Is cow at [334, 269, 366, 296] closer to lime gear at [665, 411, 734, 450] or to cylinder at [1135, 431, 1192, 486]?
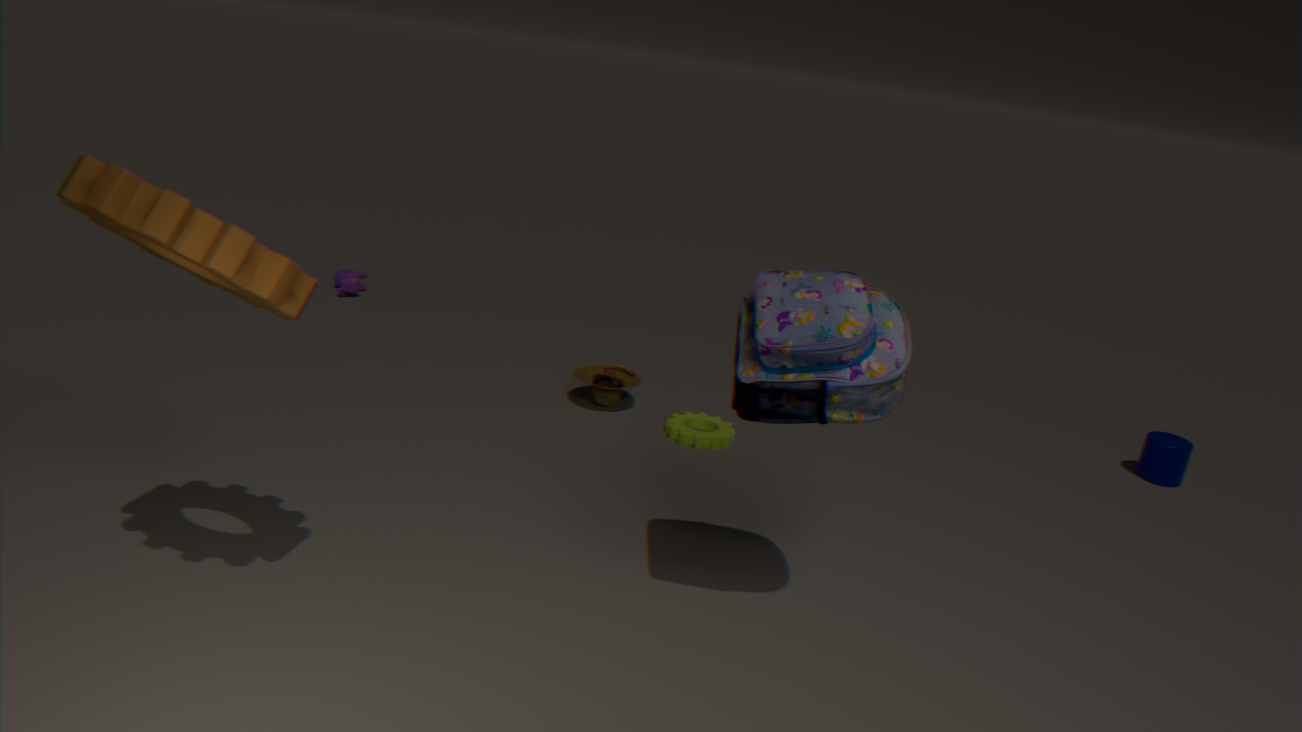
lime gear at [665, 411, 734, 450]
